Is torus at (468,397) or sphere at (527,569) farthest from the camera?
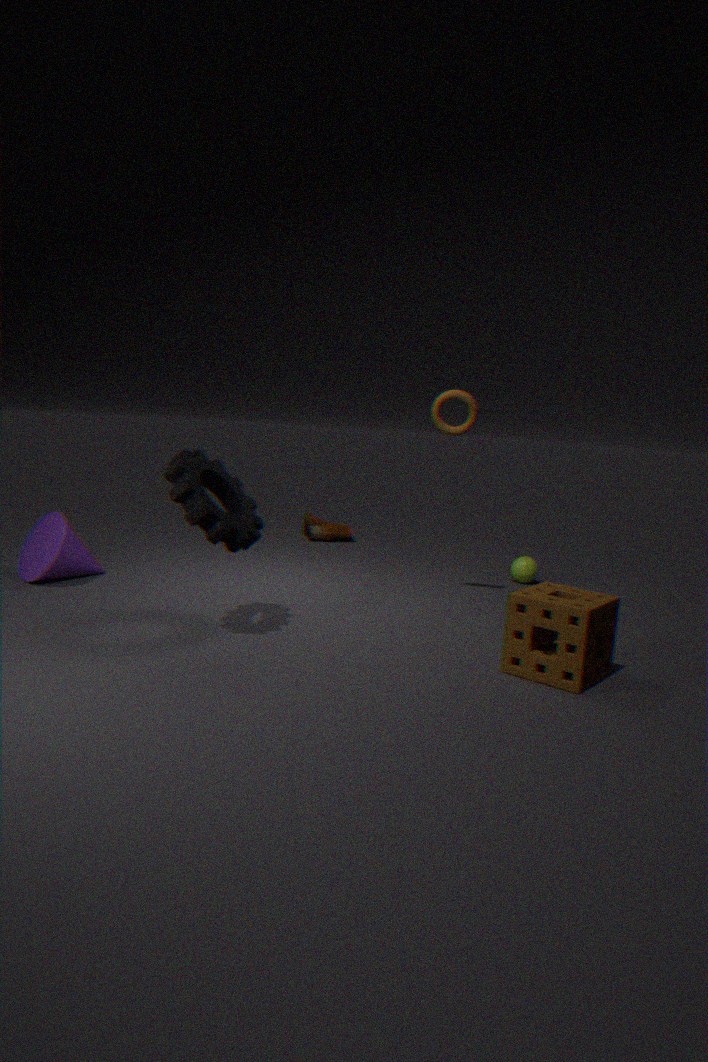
sphere at (527,569)
